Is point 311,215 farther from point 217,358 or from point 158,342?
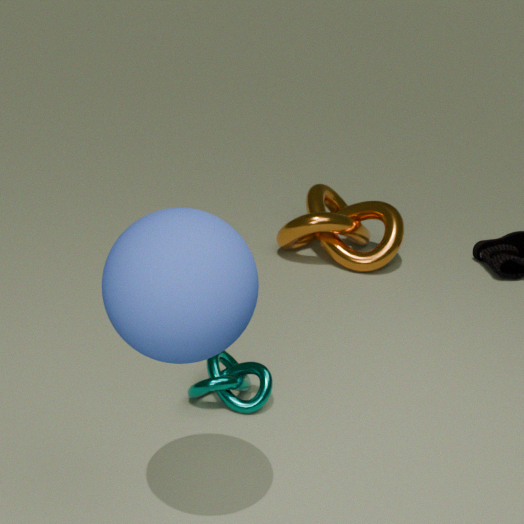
point 158,342
